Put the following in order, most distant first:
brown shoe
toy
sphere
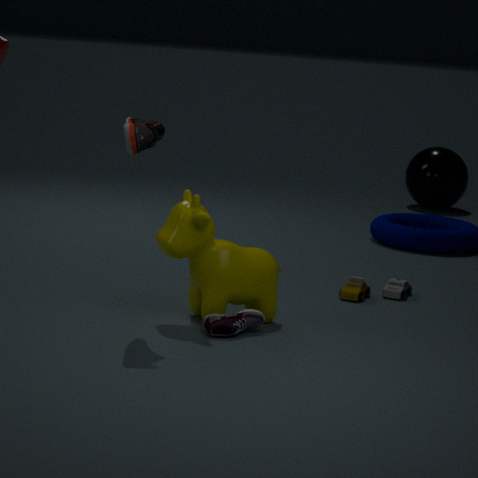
sphere, toy, brown shoe
